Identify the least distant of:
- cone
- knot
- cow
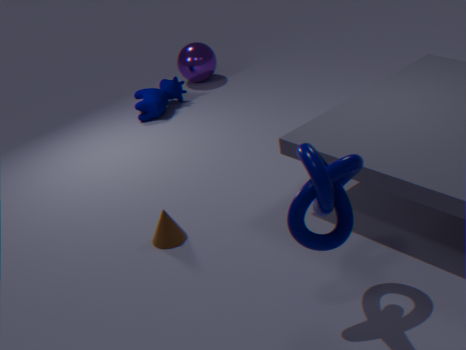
knot
